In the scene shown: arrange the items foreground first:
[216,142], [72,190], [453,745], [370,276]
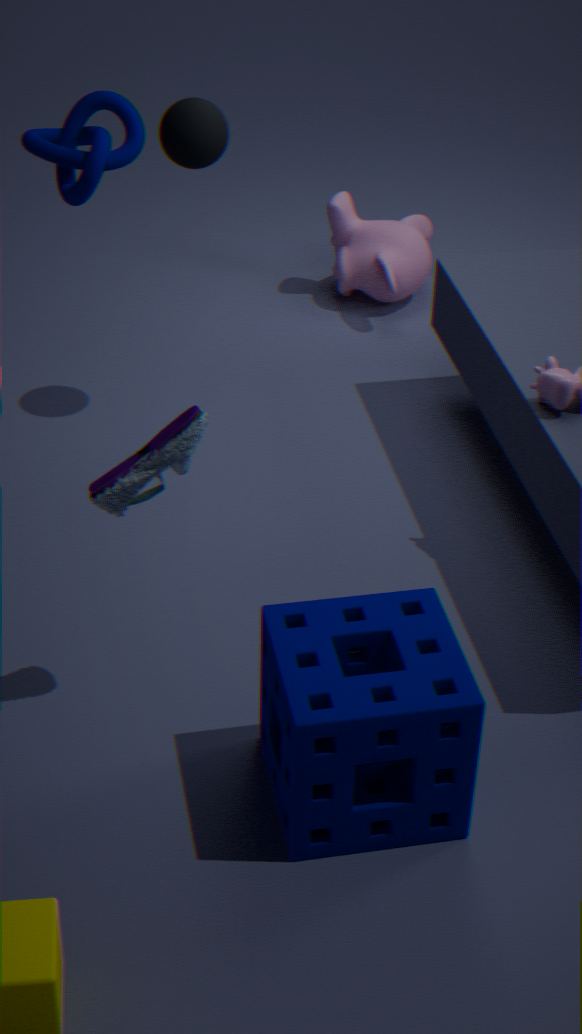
[453,745] → [72,190] → [216,142] → [370,276]
